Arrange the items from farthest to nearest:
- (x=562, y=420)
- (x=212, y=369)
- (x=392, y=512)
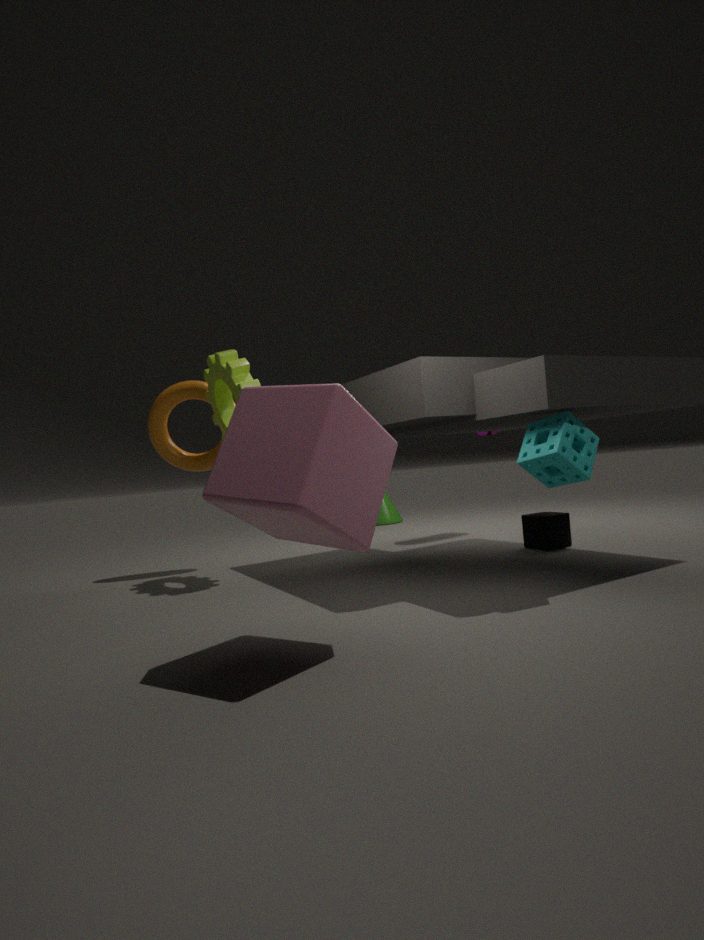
(x=392, y=512), (x=212, y=369), (x=562, y=420)
